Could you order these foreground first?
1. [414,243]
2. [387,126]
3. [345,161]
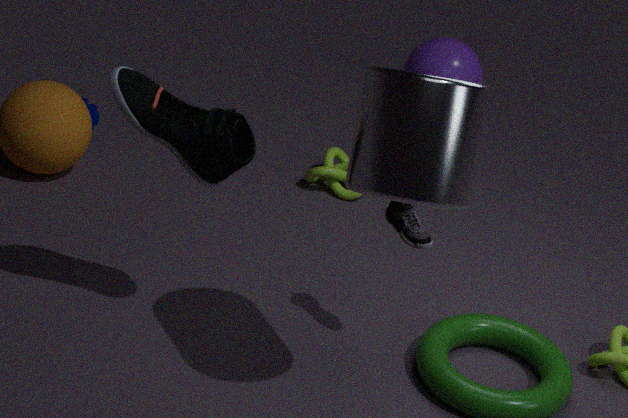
[387,126] → [414,243] → [345,161]
